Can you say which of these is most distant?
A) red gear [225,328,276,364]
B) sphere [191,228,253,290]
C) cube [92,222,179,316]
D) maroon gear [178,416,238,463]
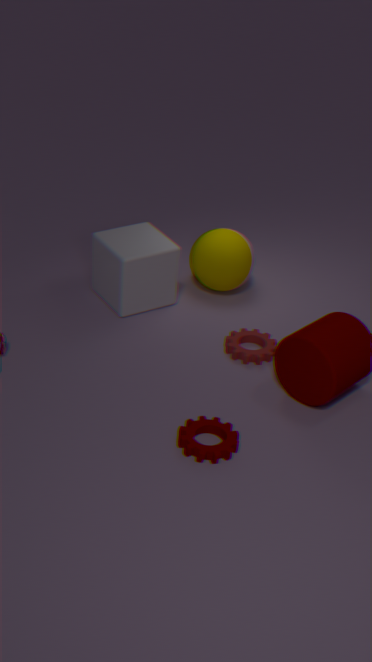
B. sphere [191,228,253,290]
